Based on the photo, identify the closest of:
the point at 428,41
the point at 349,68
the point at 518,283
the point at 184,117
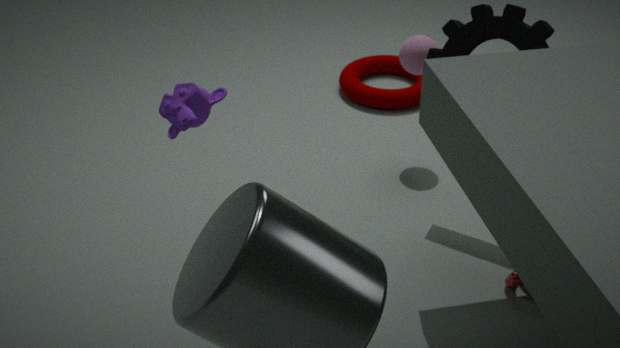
the point at 184,117
